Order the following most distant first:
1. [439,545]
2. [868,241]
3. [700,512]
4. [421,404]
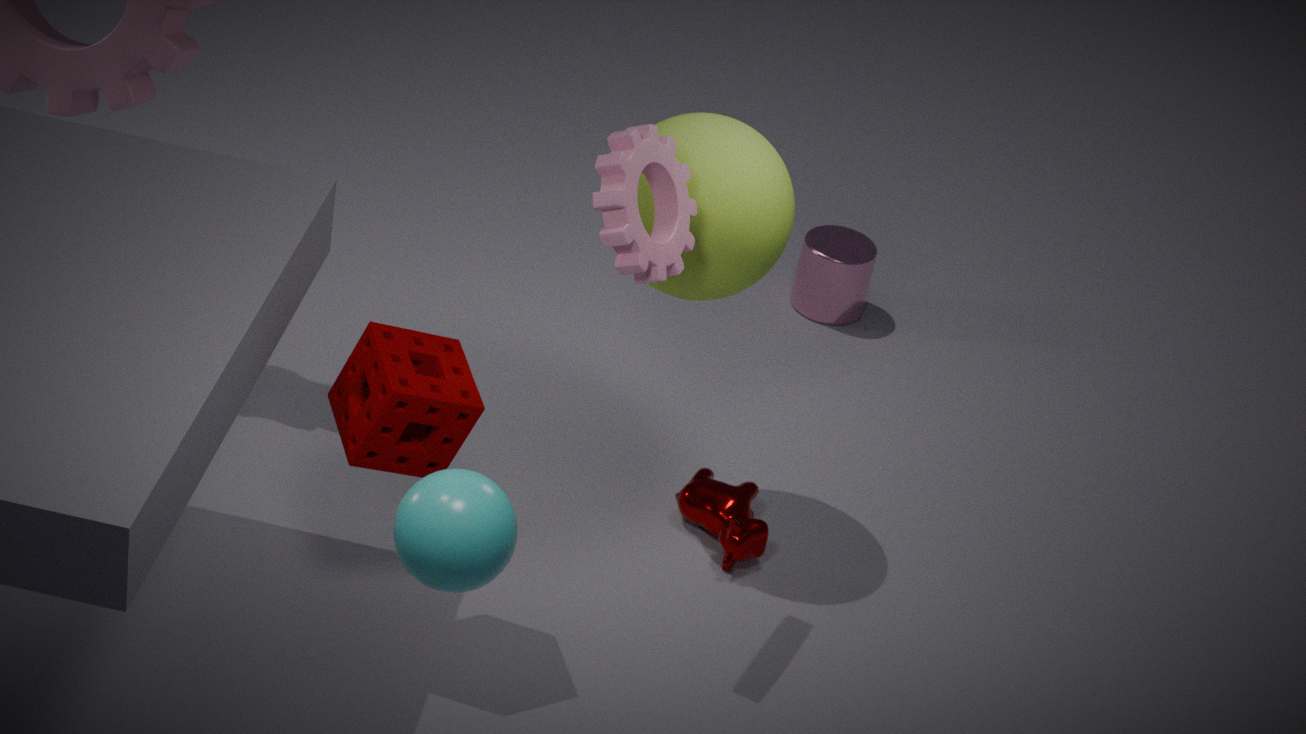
[868,241], [700,512], [421,404], [439,545]
